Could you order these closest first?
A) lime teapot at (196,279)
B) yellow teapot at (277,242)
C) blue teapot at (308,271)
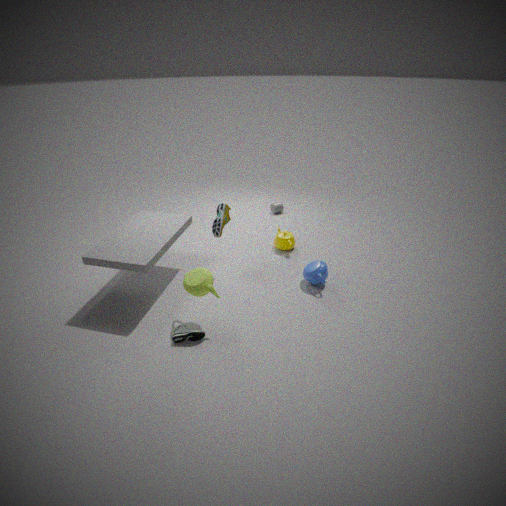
1. lime teapot at (196,279)
2. blue teapot at (308,271)
3. yellow teapot at (277,242)
